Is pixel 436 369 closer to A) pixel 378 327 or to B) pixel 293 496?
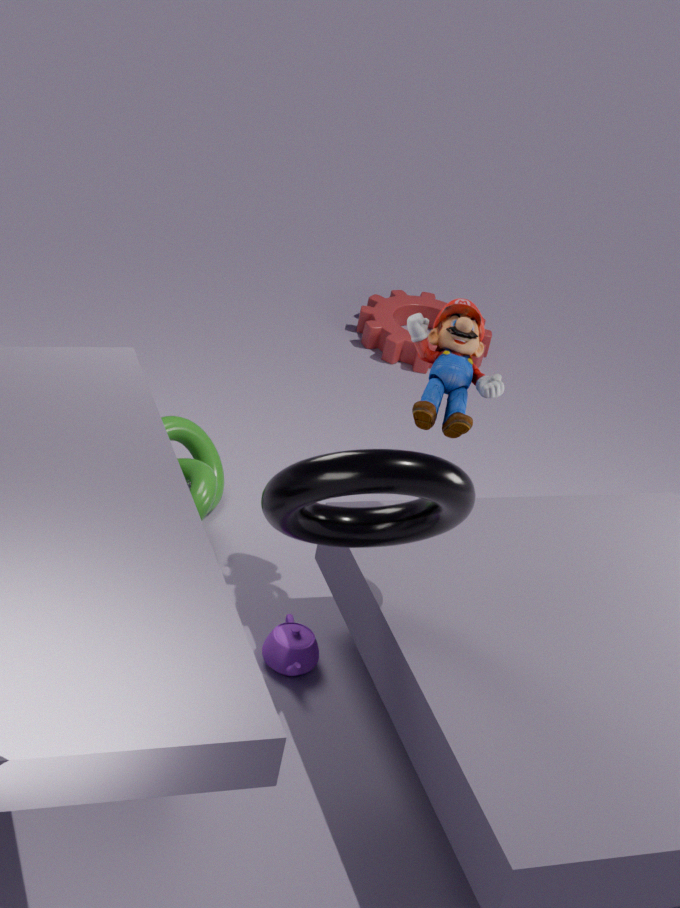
B) pixel 293 496
